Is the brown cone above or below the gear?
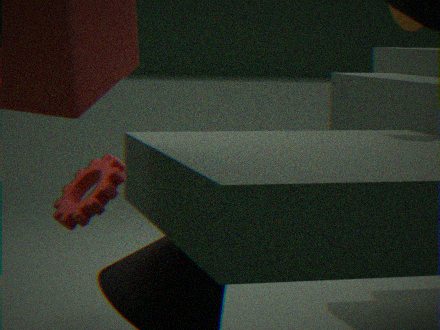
above
